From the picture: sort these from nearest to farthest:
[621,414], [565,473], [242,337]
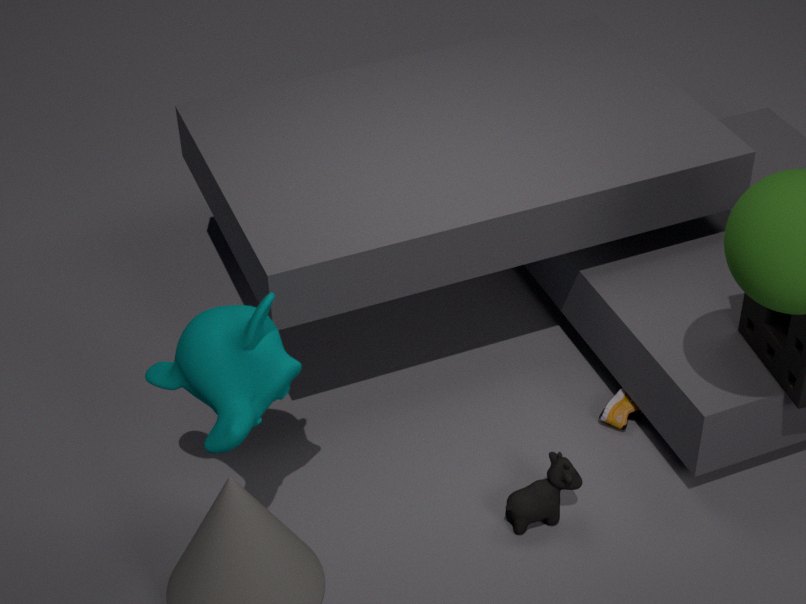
[242,337]
[565,473]
[621,414]
